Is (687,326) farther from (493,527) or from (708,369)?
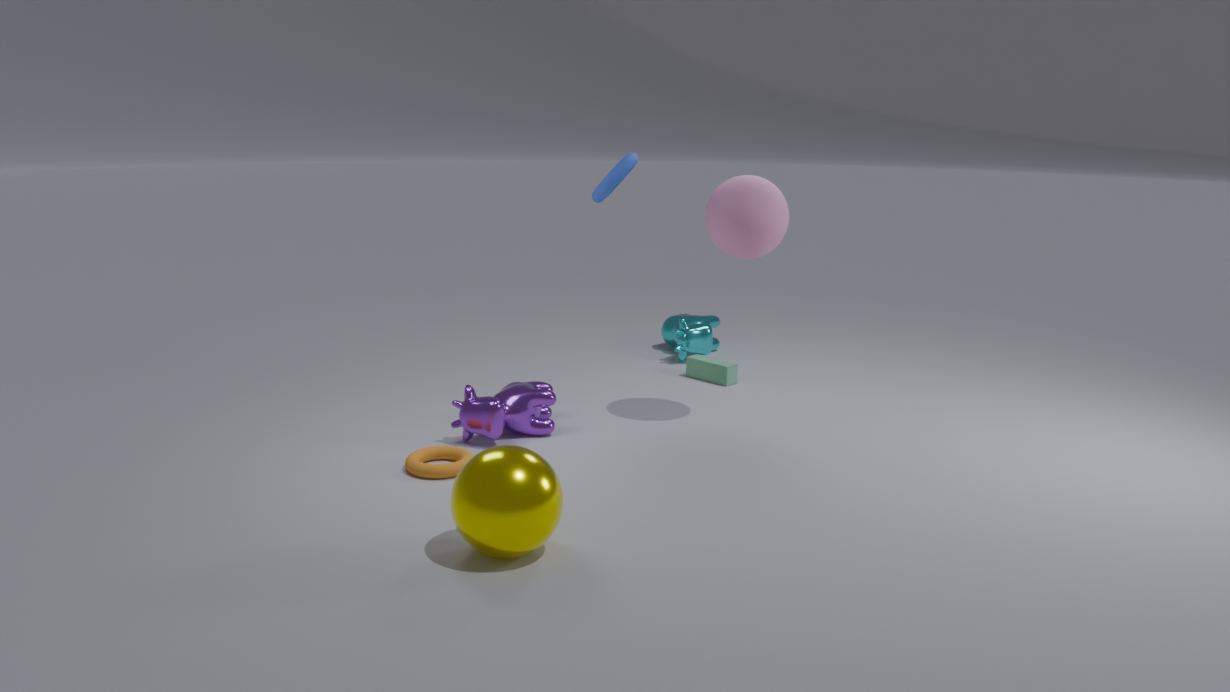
(493,527)
